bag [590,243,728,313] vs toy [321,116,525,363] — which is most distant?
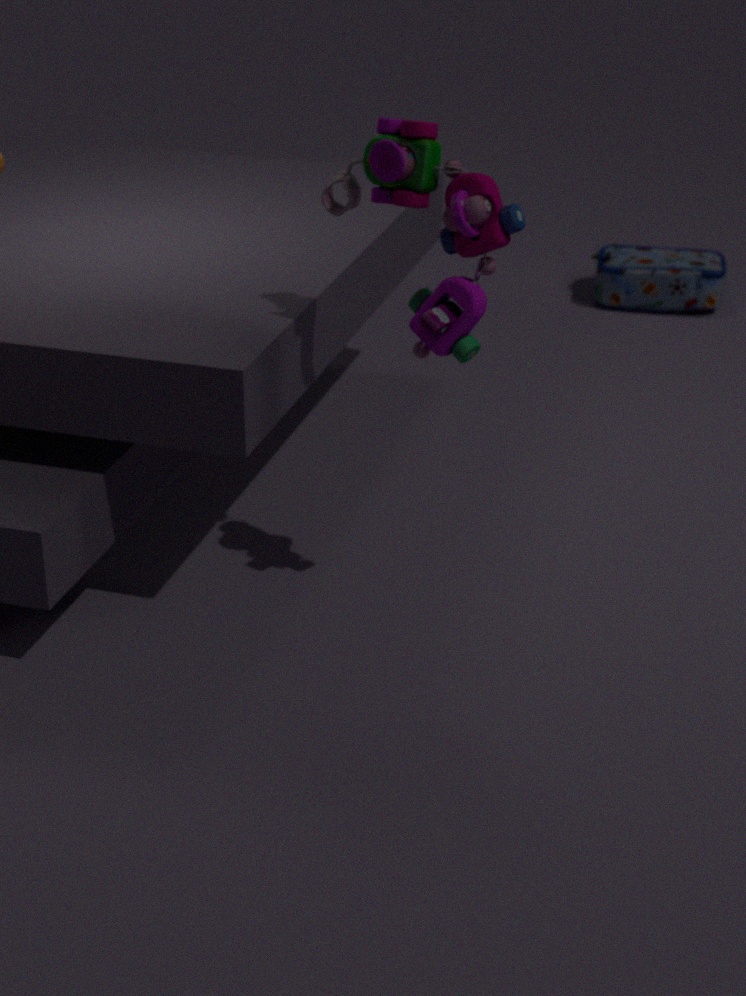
bag [590,243,728,313]
